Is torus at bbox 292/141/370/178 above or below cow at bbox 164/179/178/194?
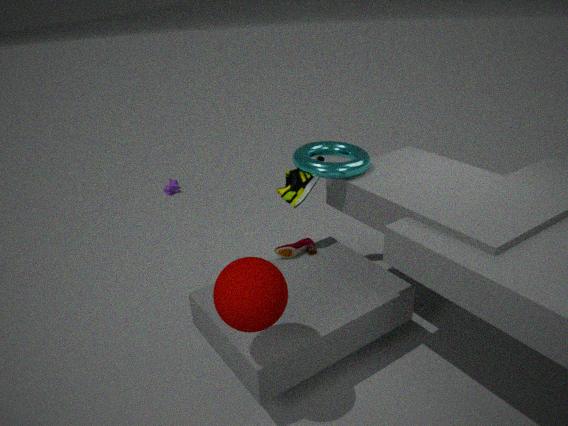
above
